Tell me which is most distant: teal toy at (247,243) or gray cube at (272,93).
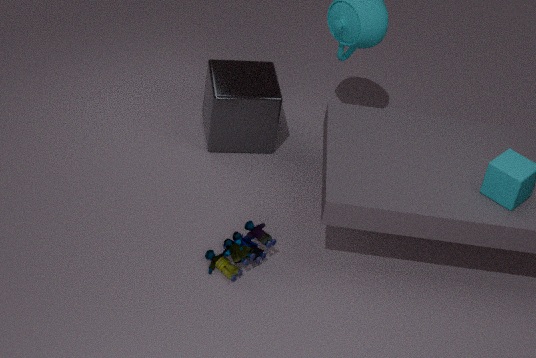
gray cube at (272,93)
